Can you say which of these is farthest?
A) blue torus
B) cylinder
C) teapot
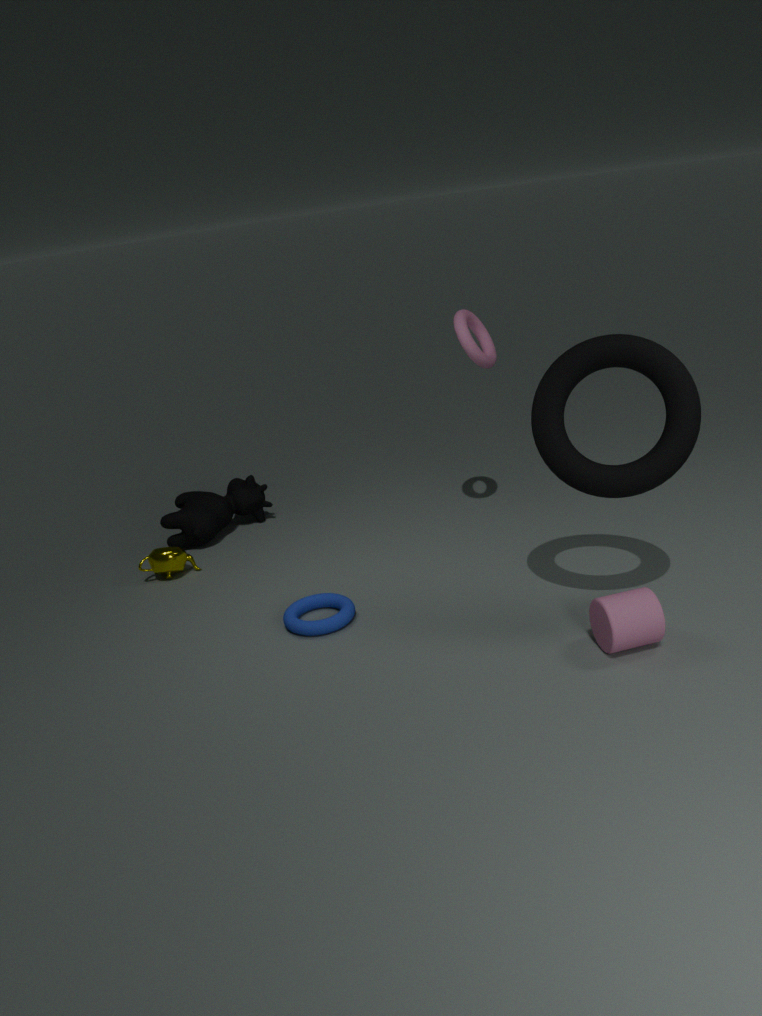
teapot
